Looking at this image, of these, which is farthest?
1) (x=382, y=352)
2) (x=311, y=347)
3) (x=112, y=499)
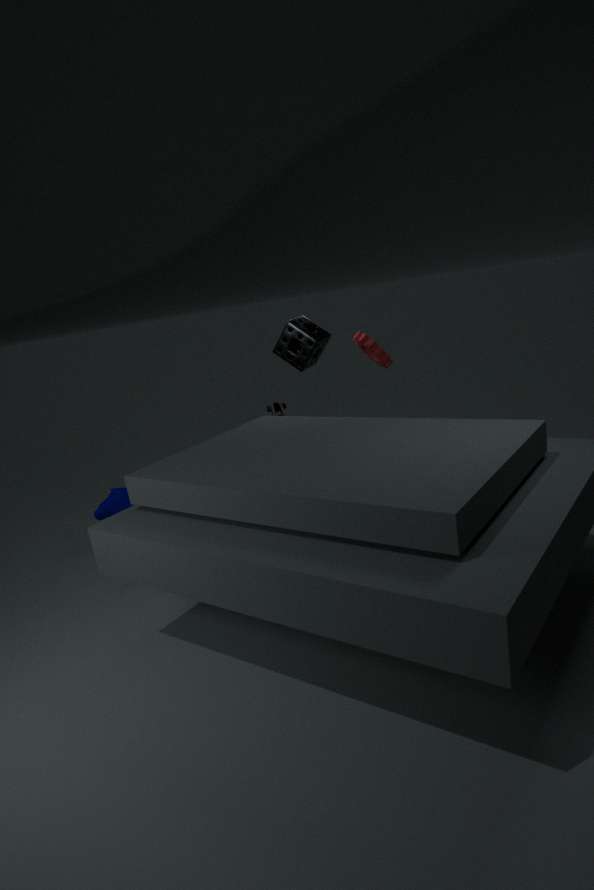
3. (x=112, y=499)
